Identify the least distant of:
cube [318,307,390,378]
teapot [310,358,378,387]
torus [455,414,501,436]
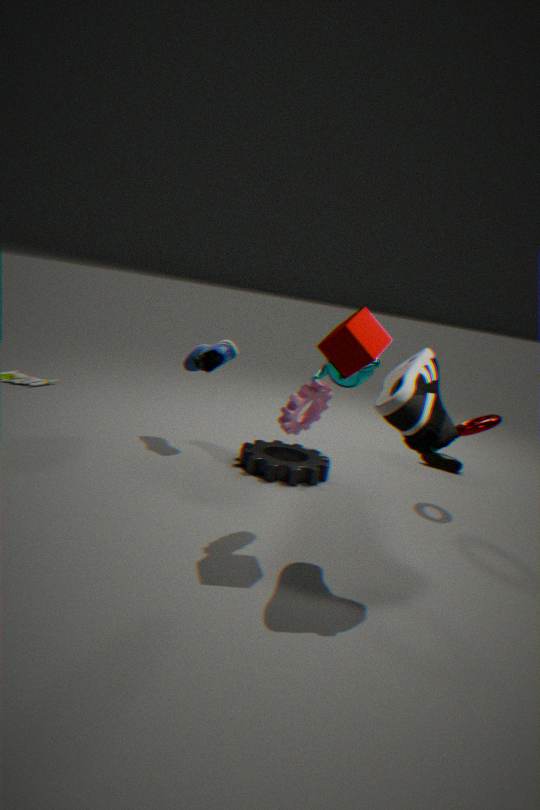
cube [318,307,390,378]
